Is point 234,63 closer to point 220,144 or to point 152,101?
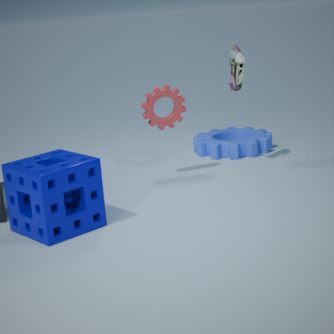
point 152,101
